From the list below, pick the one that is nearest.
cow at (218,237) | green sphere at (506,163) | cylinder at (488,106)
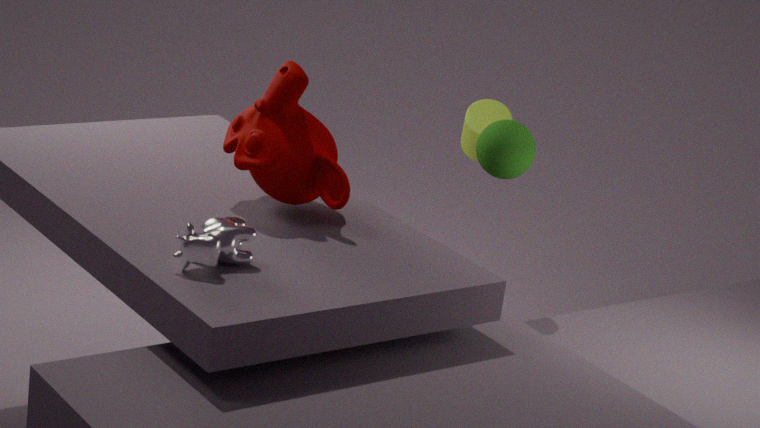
cow at (218,237)
